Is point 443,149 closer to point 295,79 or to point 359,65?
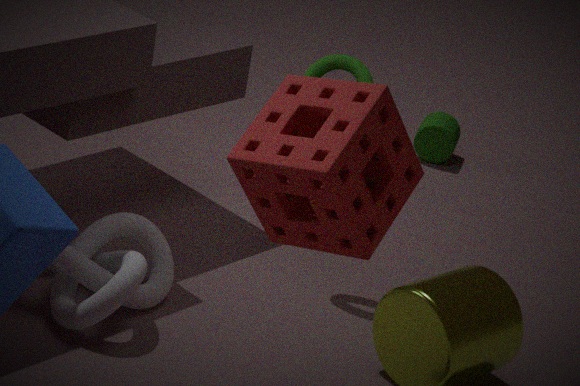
point 359,65
